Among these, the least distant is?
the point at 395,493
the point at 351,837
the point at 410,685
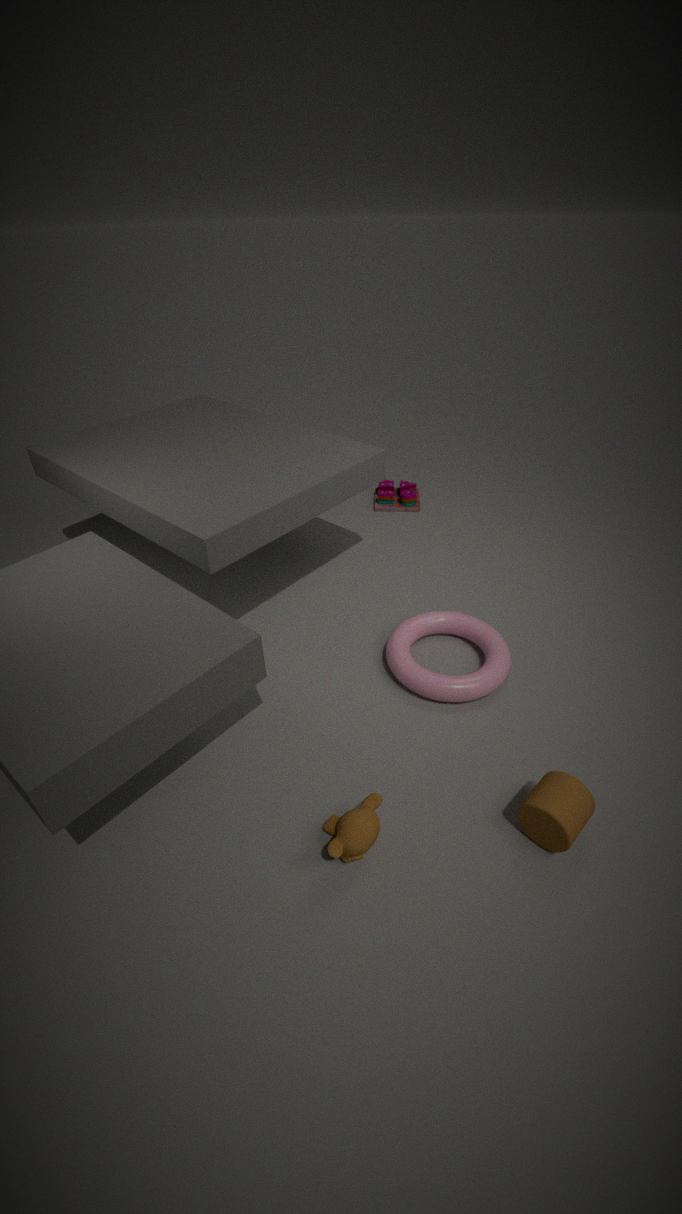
the point at 351,837
